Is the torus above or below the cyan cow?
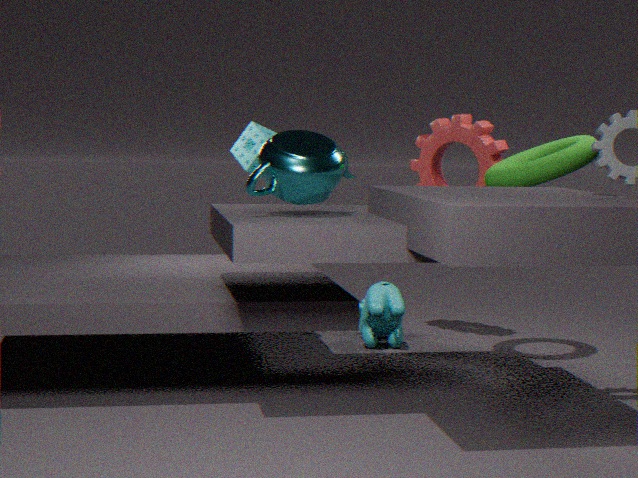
above
